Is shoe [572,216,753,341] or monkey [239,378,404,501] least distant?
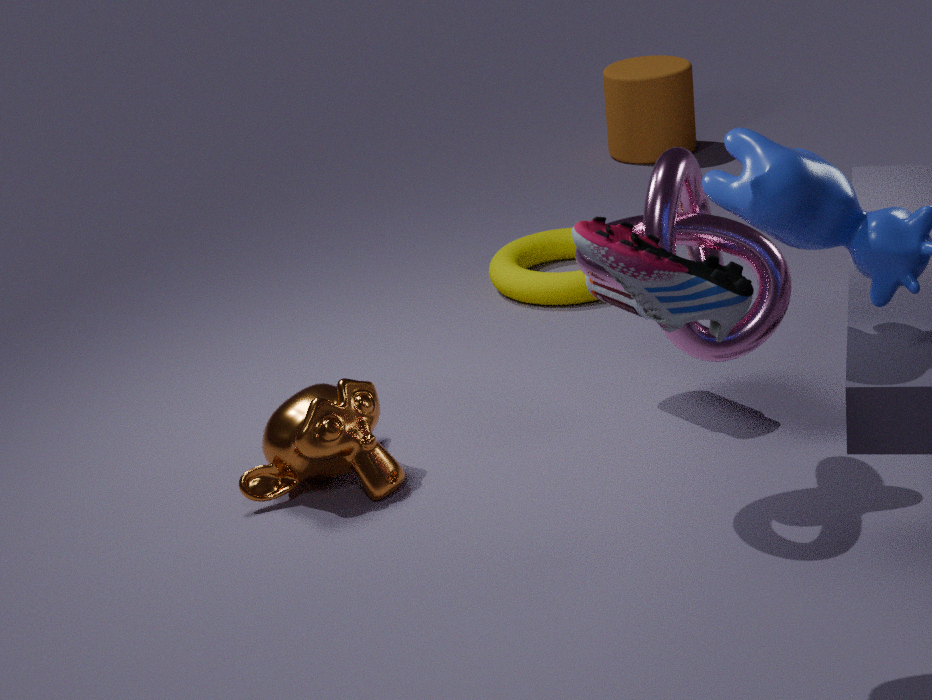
shoe [572,216,753,341]
